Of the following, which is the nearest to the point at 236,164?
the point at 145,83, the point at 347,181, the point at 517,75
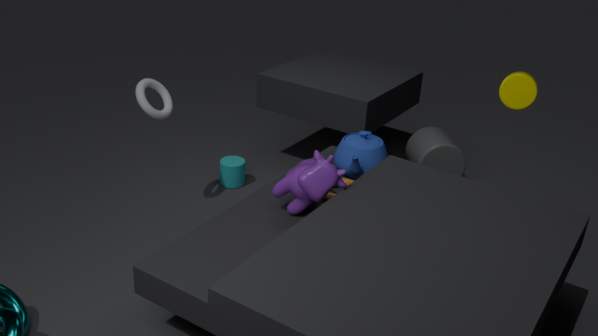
the point at 145,83
